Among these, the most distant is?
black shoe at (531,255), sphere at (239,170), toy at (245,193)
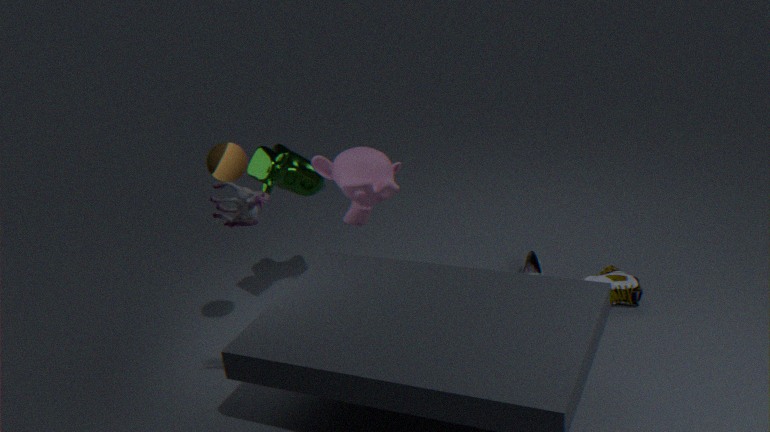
black shoe at (531,255)
